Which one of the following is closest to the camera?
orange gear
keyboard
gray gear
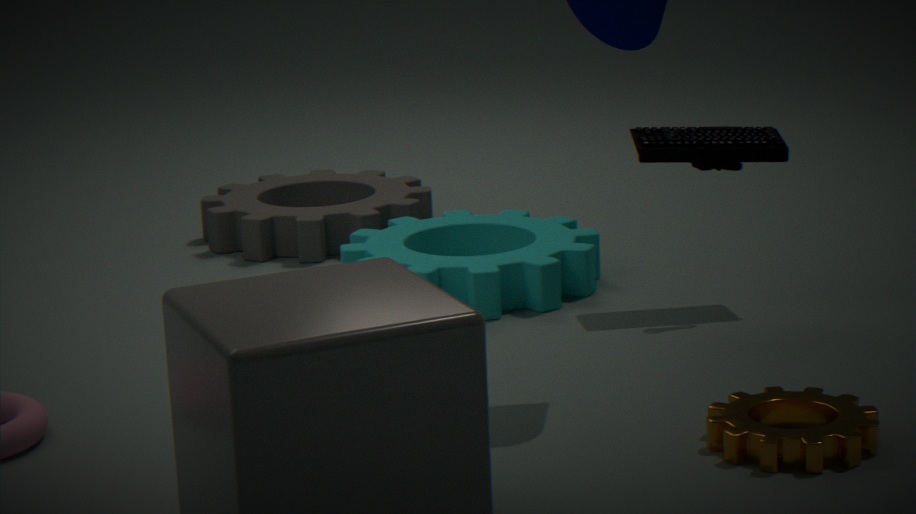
orange gear
